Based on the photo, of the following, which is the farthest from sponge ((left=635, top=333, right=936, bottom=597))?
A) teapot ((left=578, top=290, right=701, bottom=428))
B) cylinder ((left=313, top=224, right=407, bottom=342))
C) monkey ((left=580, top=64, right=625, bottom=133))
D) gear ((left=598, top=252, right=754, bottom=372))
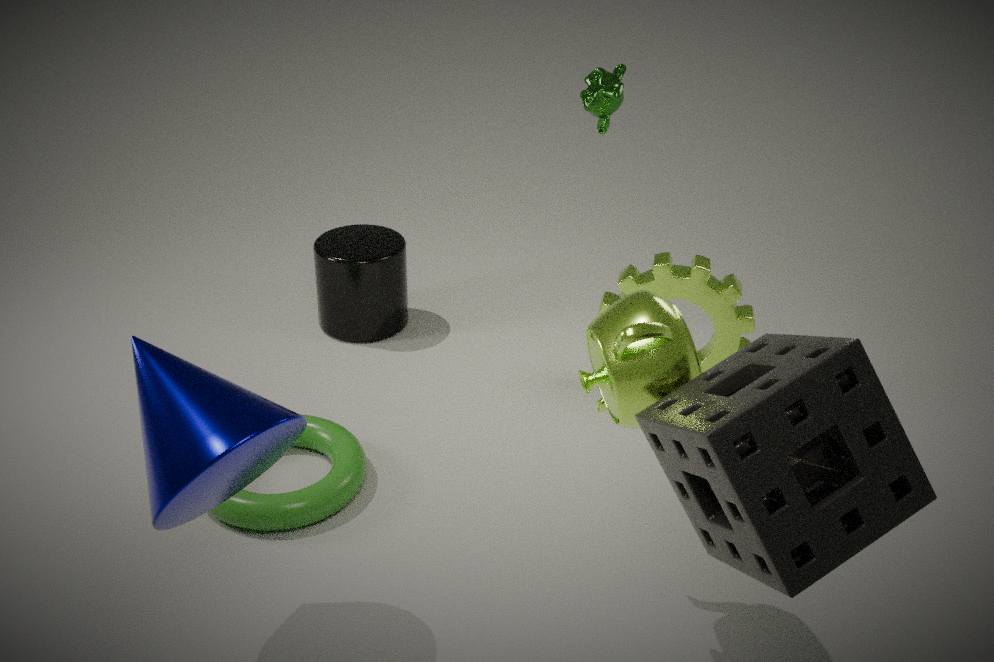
cylinder ((left=313, top=224, right=407, bottom=342))
